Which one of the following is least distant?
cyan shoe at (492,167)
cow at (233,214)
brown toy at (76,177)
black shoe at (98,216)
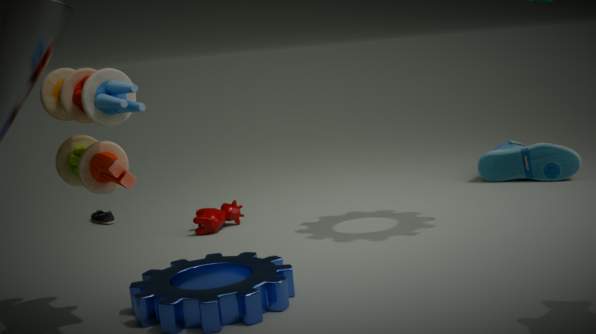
brown toy at (76,177)
